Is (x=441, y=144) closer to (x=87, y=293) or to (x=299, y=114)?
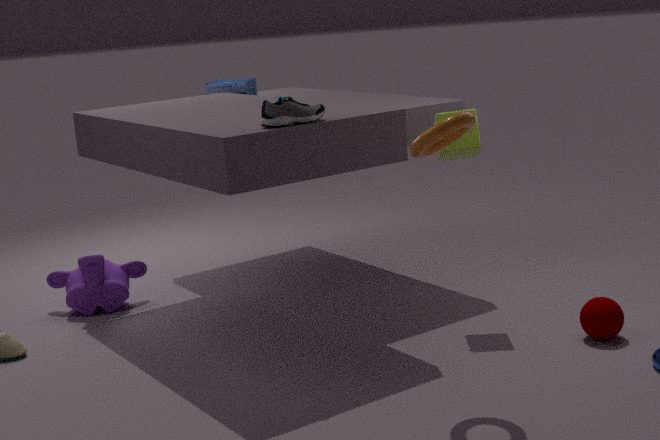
(x=299, y=114)
